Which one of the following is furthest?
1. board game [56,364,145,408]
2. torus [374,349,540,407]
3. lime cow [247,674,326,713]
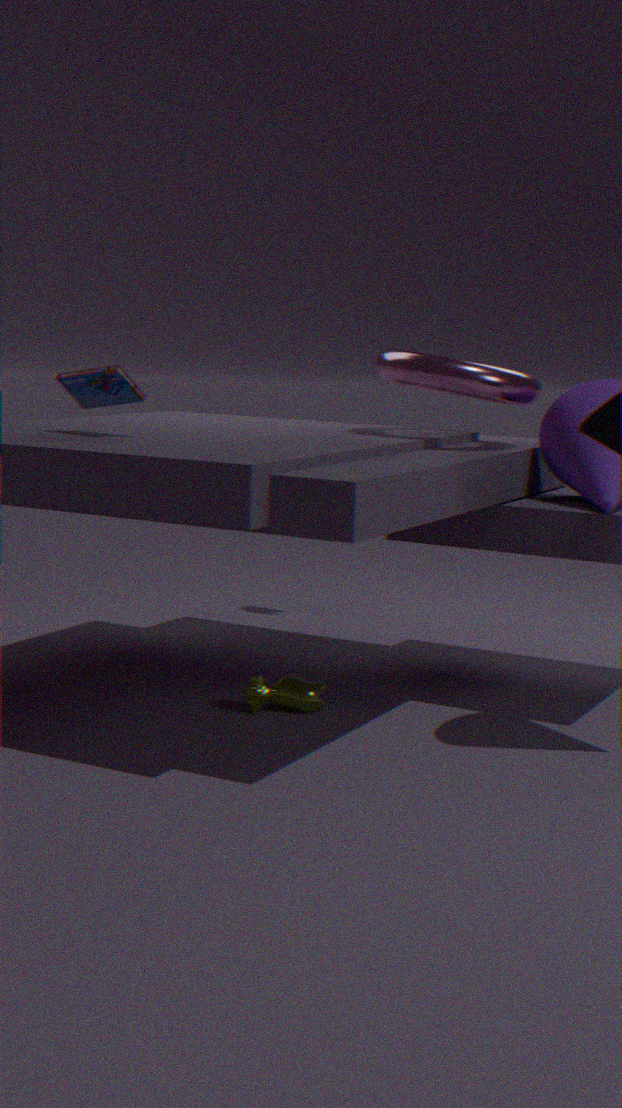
lime cow [247,674,326,713]
